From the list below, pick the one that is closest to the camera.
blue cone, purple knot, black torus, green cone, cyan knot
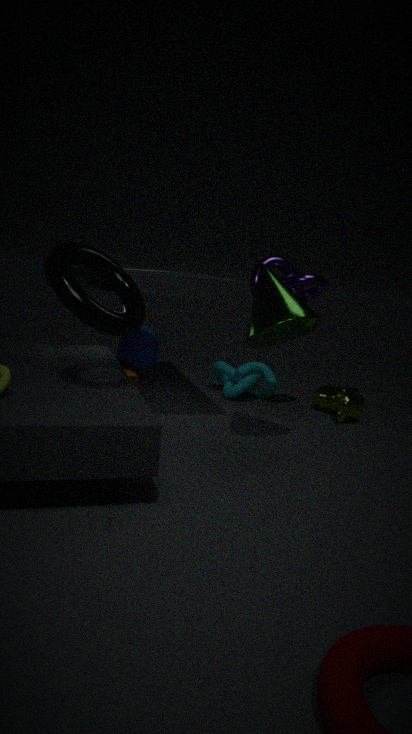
black torus
